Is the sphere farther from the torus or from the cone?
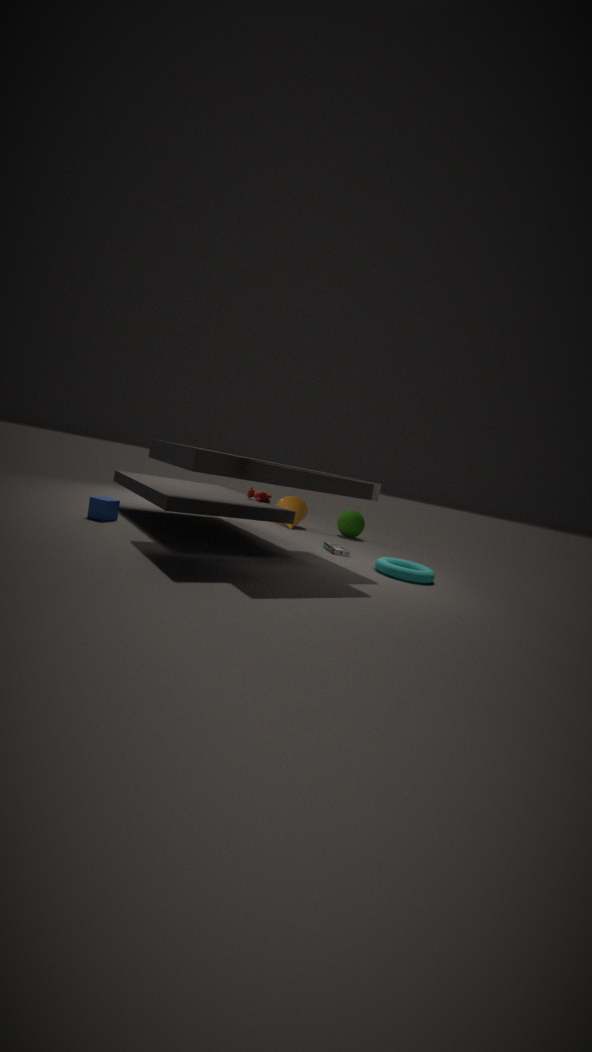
the torus
